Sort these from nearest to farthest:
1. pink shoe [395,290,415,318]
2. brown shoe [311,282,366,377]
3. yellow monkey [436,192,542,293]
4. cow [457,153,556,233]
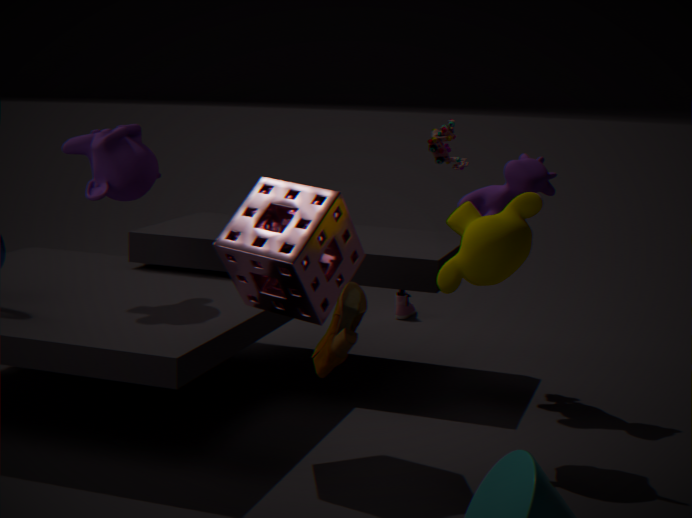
brown shoe [311,282,366,377]
yellow monkey [436,192,542,293]
cow [457,153,556,233]
pink shoe [395,290,415,318]
